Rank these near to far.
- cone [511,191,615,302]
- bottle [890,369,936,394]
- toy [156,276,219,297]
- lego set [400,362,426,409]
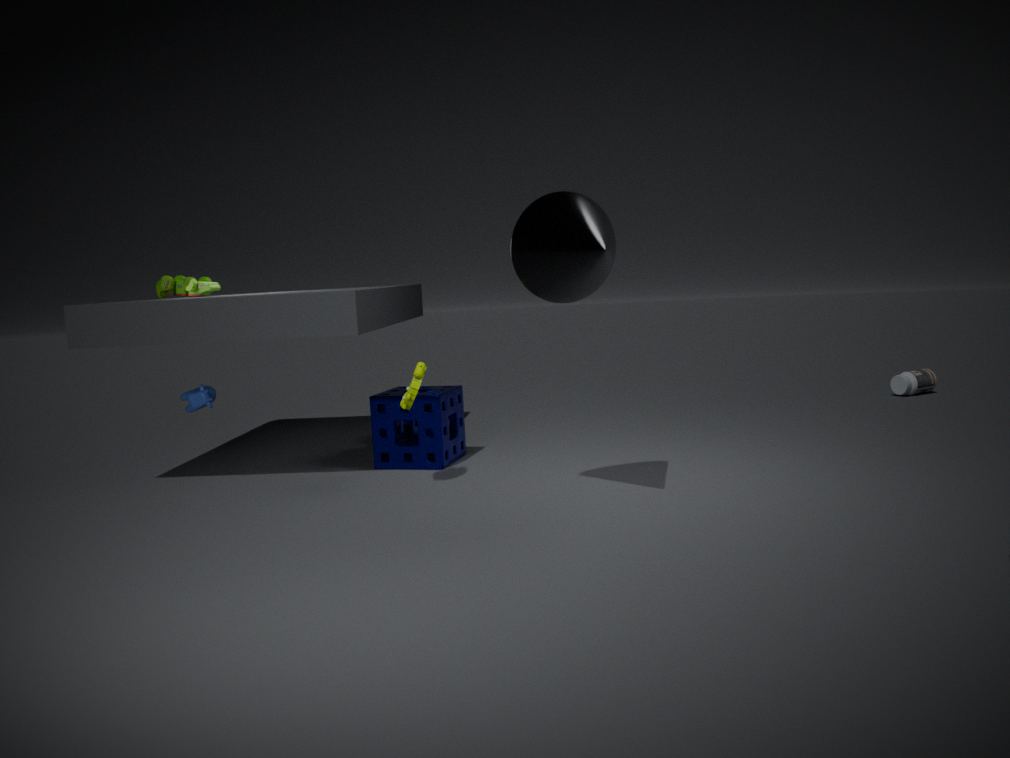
cone [511,191,615,302]
lego set [400,362,426,409]
toy [156,276,219,297]
bottle [890,369,936,394]
